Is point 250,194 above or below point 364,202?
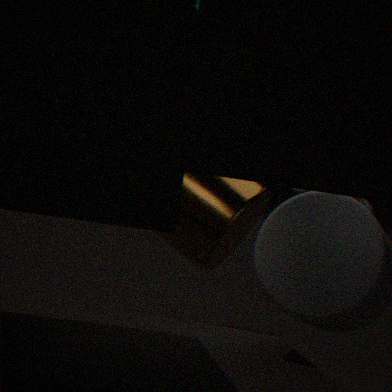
below
